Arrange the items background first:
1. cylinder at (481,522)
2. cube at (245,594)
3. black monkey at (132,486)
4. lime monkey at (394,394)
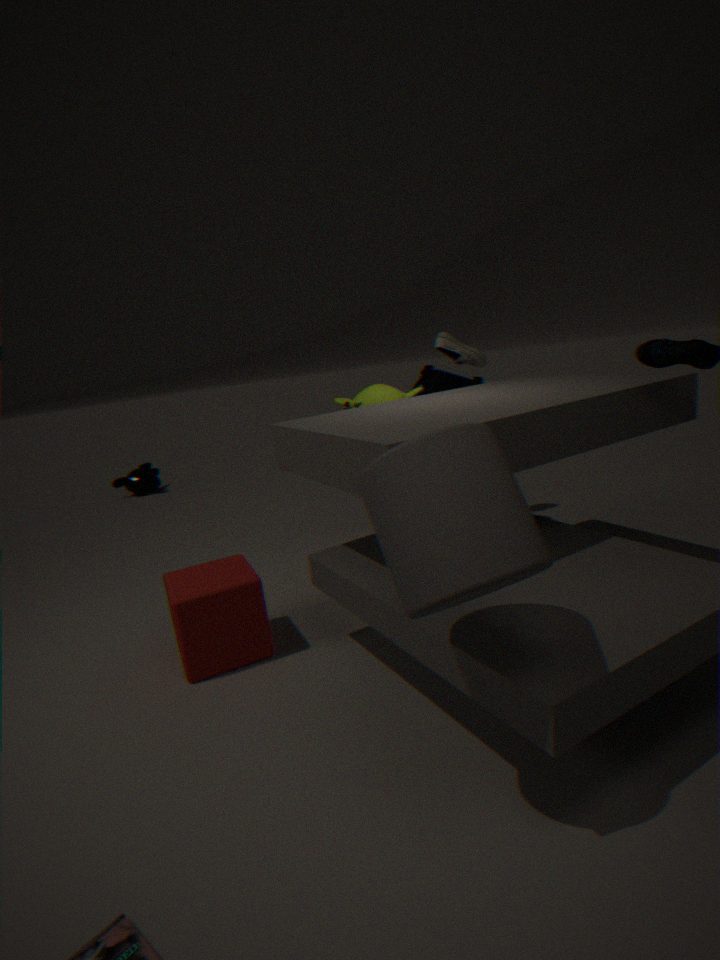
black monkey at (132,486), lime monkey at (394,394), cube at (245,594), cylinder at (481,522)
